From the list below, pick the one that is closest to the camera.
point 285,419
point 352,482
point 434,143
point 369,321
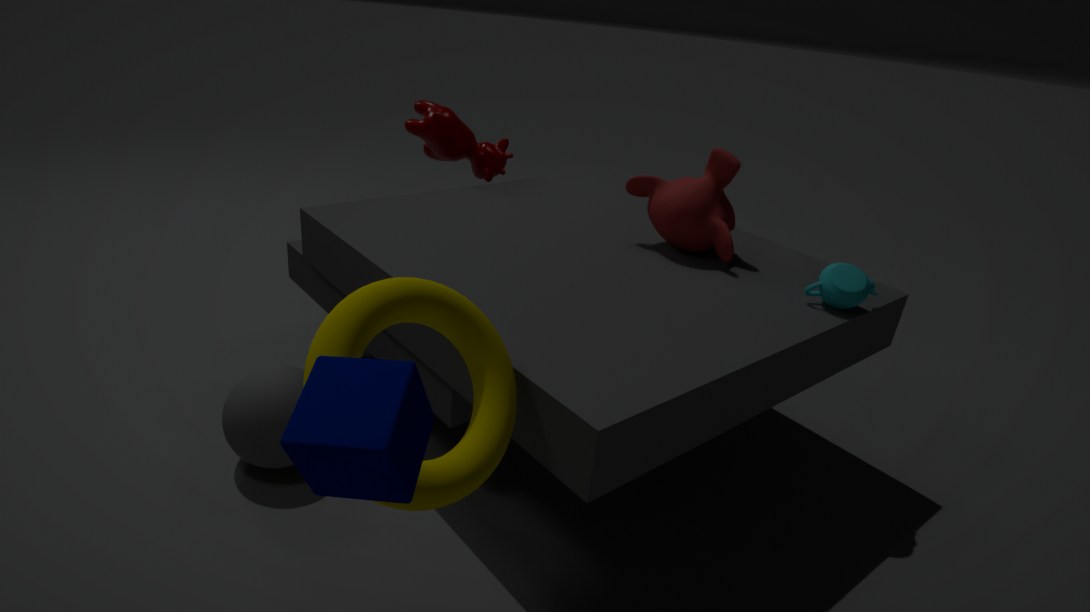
point 352,482
